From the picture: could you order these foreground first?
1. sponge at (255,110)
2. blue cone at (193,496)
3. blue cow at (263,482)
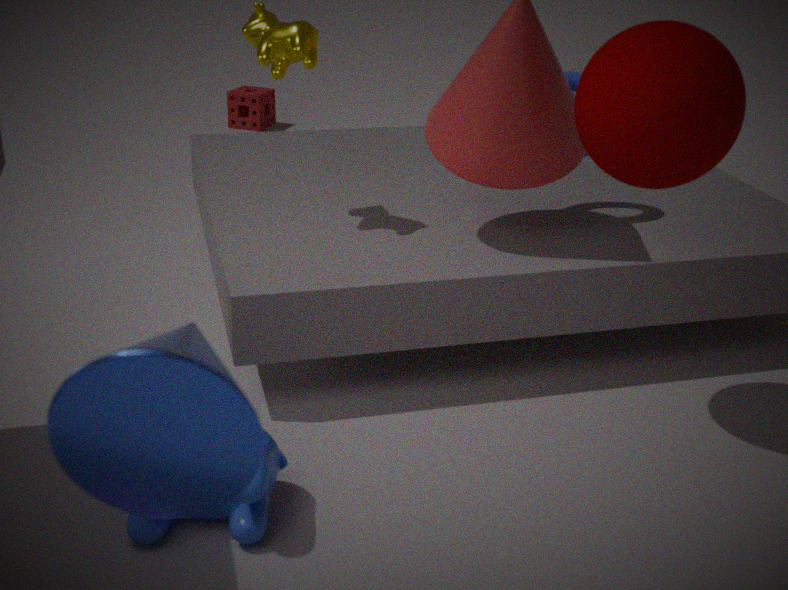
1. blue cone at (193,496)
2. blue cow at (263,482)
3. sponge at (255,110)
